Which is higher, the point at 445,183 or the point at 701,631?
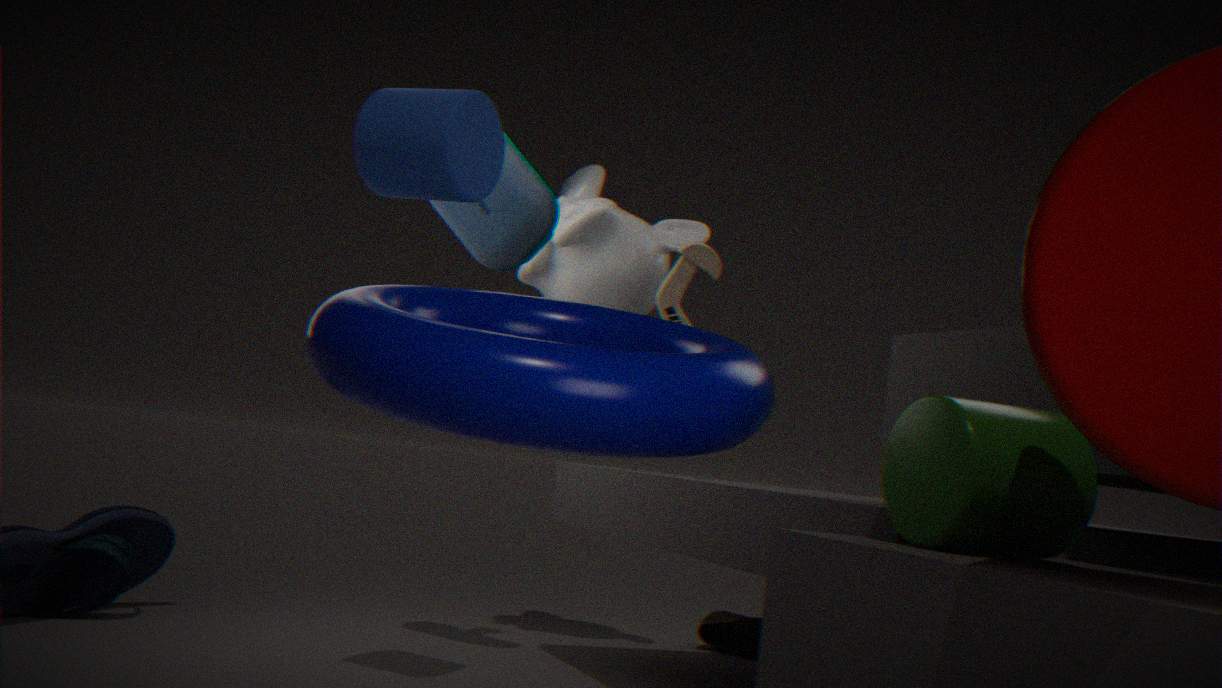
the point at 445,183
